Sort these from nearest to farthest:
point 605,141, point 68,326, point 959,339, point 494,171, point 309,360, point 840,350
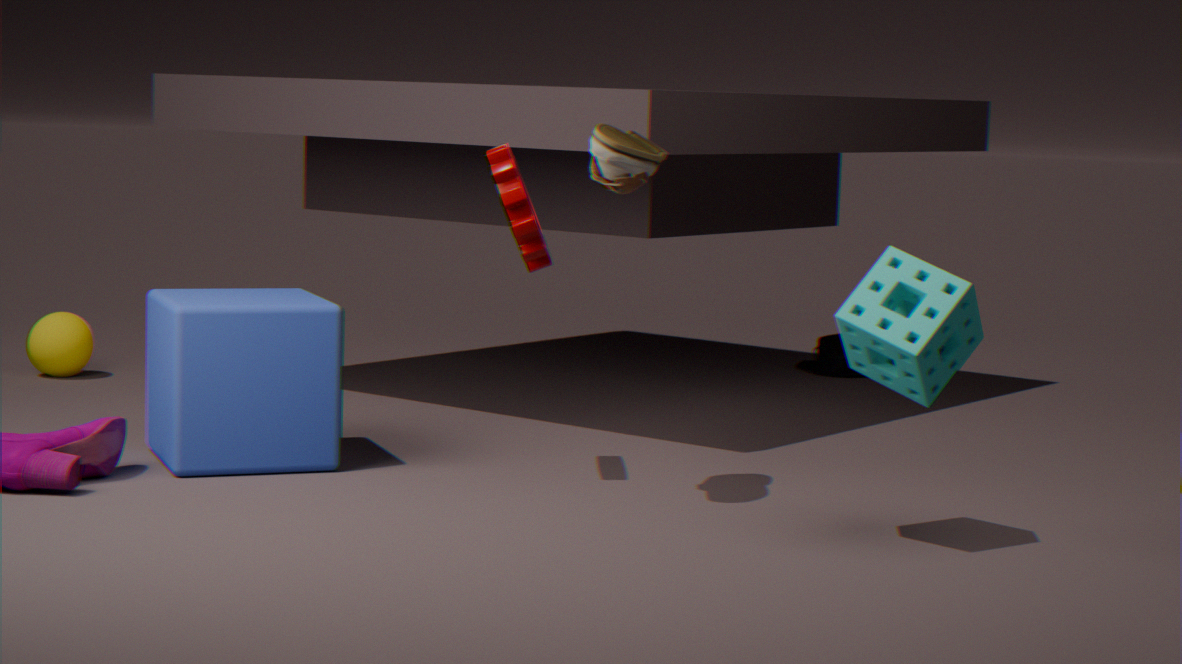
point 959,339, point 605,141, point 494,171, point 309,360, point 68,326, point 840,350
